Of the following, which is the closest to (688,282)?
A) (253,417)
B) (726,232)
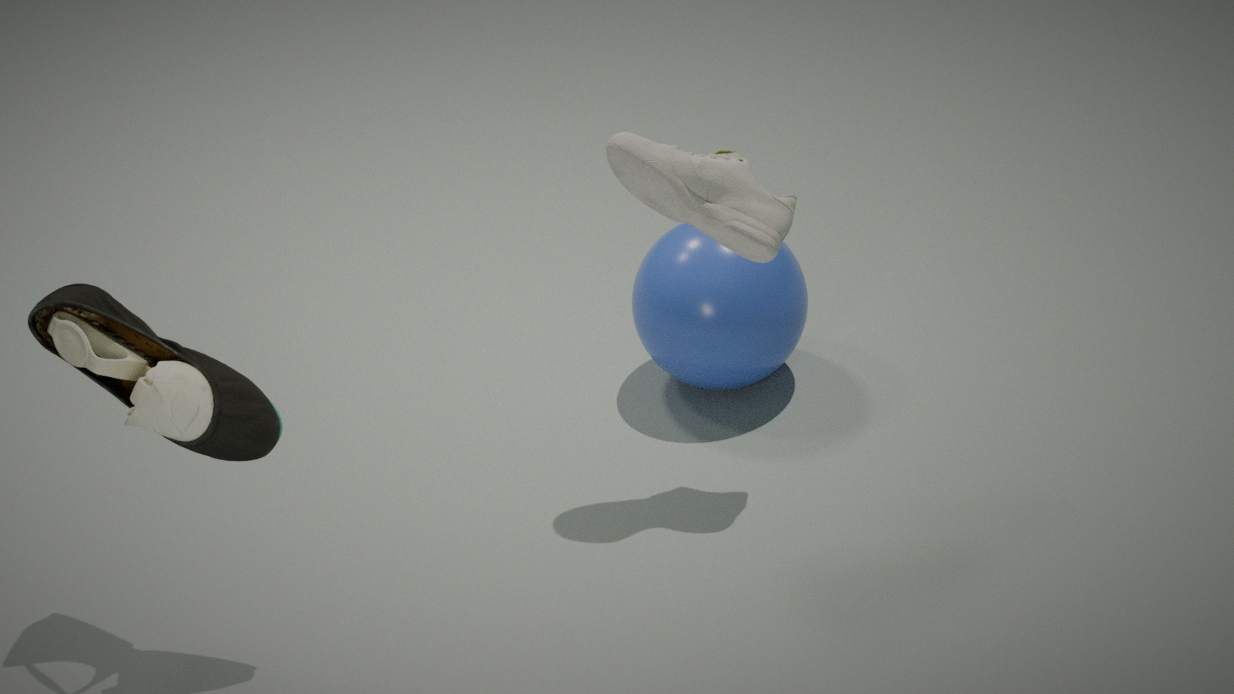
(726,232)
